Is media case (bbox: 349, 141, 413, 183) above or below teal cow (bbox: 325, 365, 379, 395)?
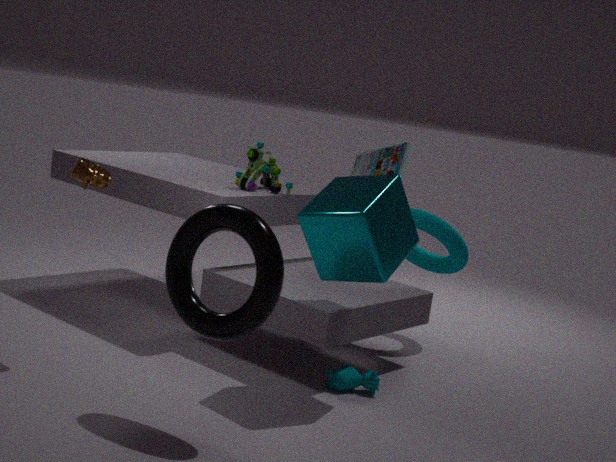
above
